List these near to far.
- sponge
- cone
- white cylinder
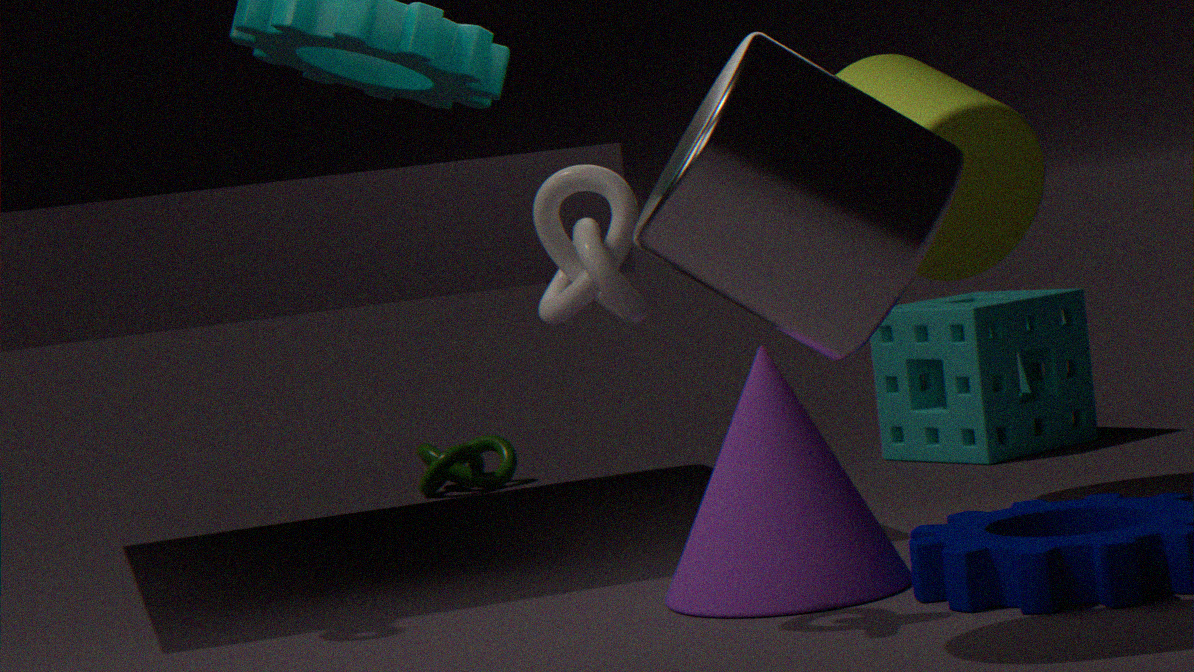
1. white cylinder
2. cone
3. sponge
